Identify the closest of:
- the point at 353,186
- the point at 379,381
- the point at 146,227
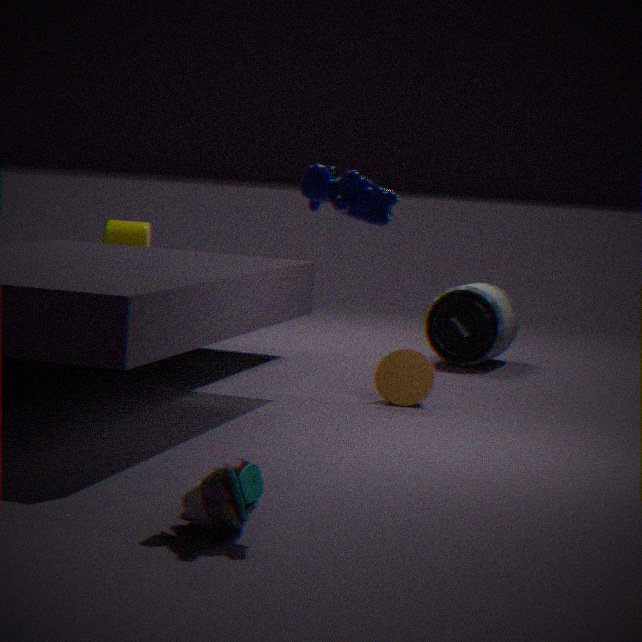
the point at 353,186
